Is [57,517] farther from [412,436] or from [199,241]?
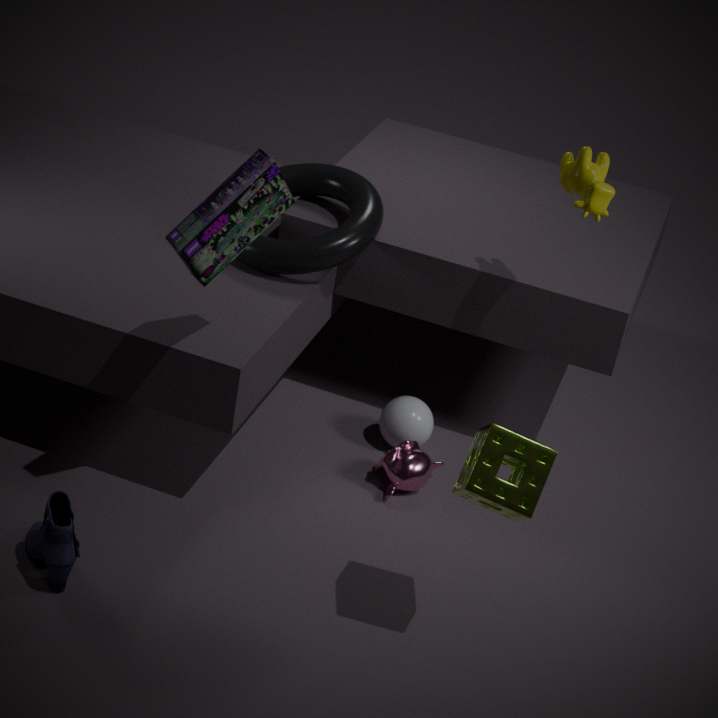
[412,436]
